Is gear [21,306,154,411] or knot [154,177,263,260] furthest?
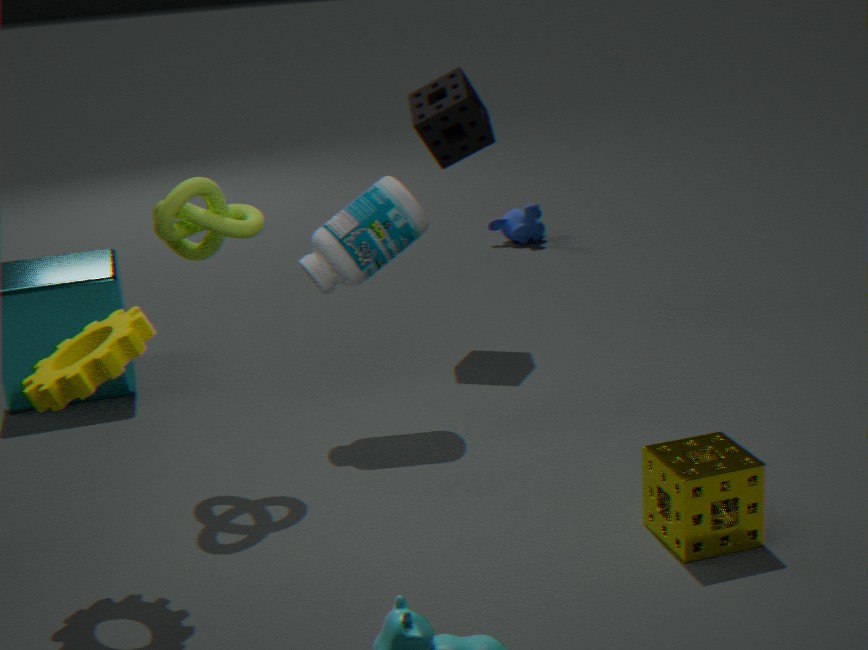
knot [154,177,263,260]
